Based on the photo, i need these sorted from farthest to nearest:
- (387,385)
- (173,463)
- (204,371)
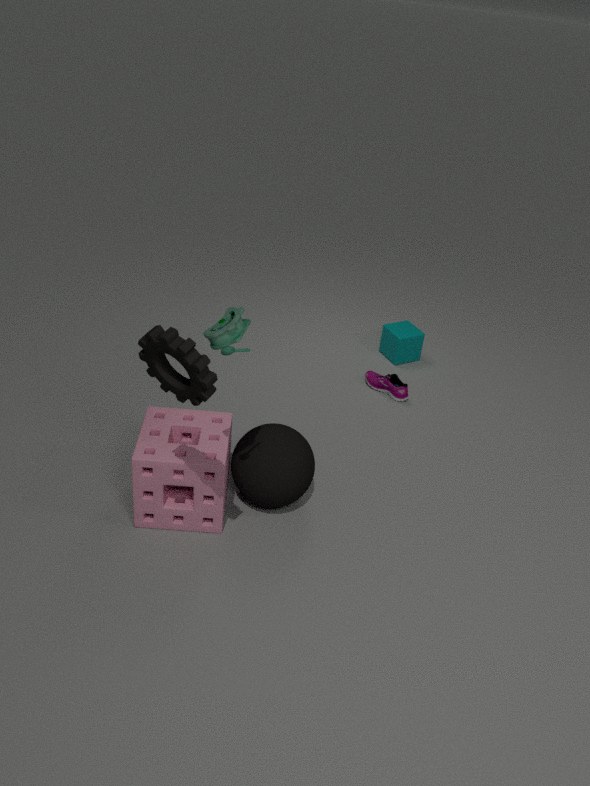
1. (387,385)
2. (173,463)
3. (204,371)
